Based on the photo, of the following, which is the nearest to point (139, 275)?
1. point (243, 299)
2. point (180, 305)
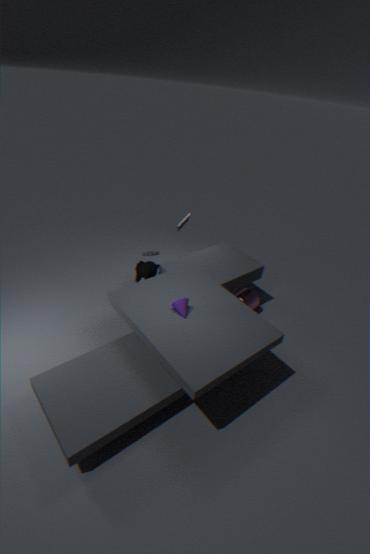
point (180, 305)
